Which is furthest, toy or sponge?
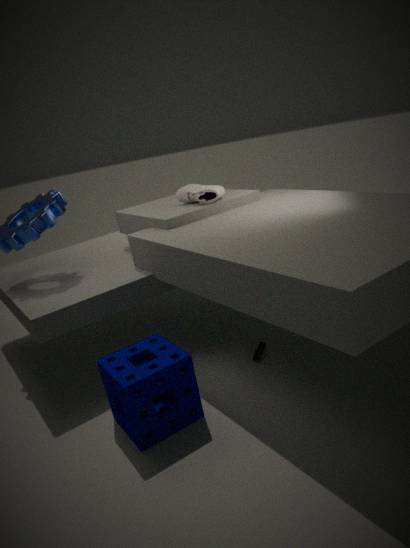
toy
